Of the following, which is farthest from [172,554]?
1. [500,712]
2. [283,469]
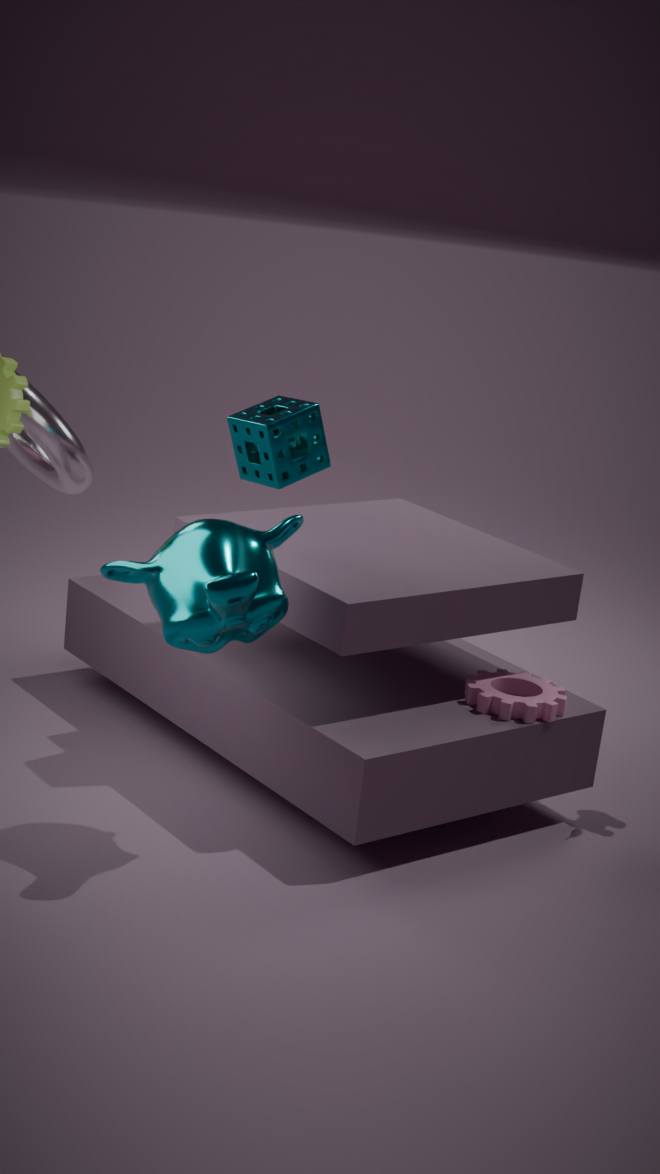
[500,712]
